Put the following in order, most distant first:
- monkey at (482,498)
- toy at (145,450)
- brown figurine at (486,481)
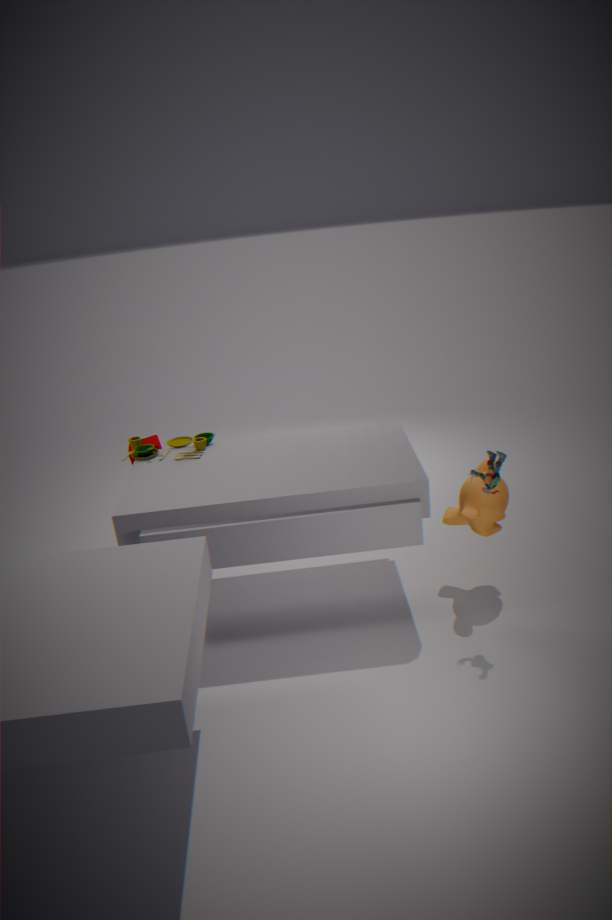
1. toy at (145,450)
2. monkey at (482,498)
3. brown figurine at (486,481)
